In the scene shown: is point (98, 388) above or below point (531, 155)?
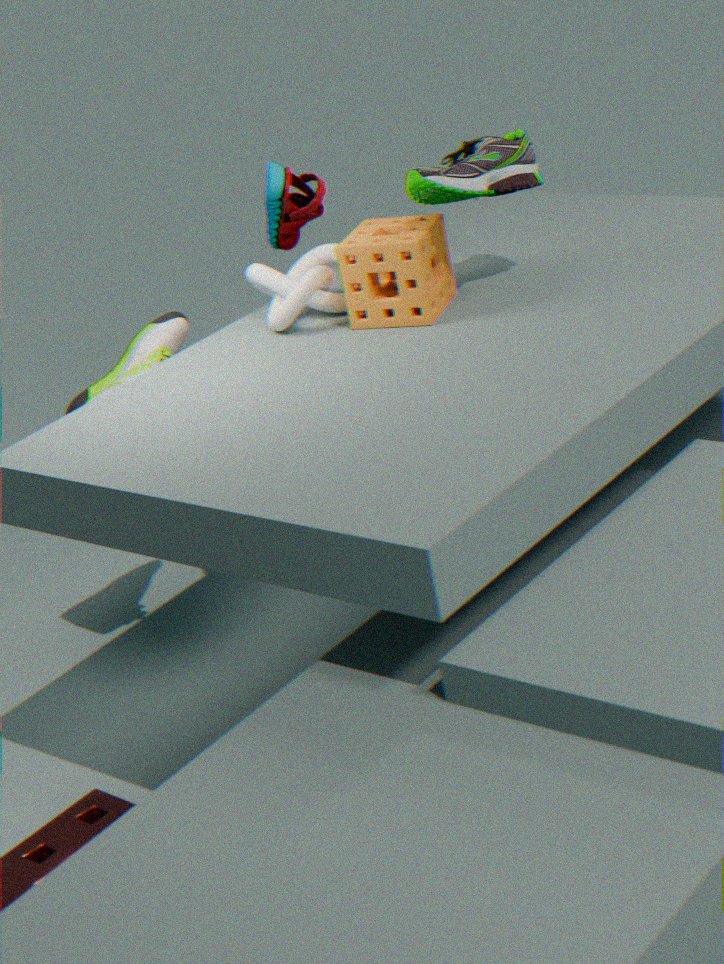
below
